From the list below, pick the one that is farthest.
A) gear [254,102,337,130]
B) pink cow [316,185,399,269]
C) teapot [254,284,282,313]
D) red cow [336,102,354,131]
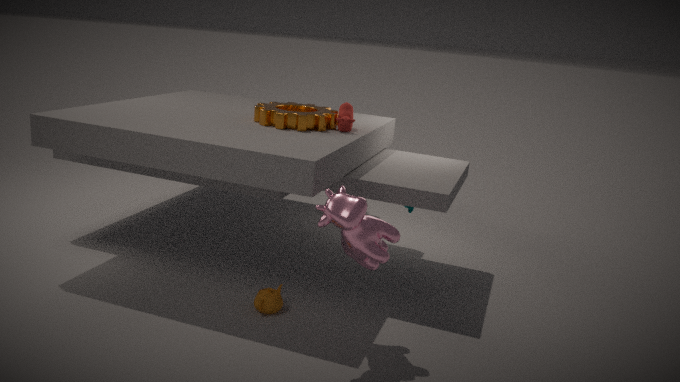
red cow [336,102,354,131]
